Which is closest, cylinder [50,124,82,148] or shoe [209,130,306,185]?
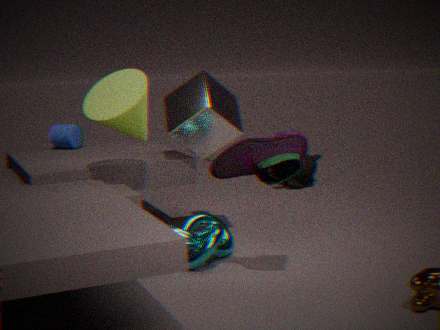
shoe [209,130,306,185]
